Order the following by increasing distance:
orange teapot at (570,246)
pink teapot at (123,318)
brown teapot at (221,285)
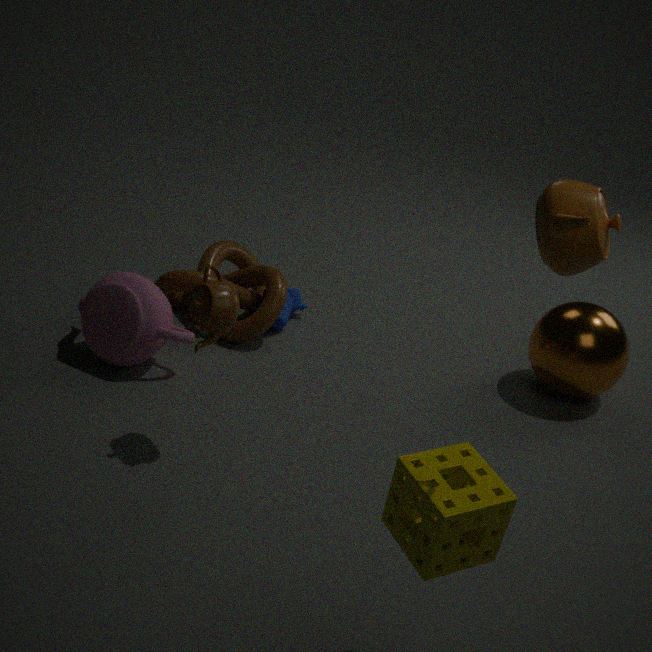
1. orange teapot at (570,246)
2. brown teapot at (221,285)
3. pink teapot at (123,318)
